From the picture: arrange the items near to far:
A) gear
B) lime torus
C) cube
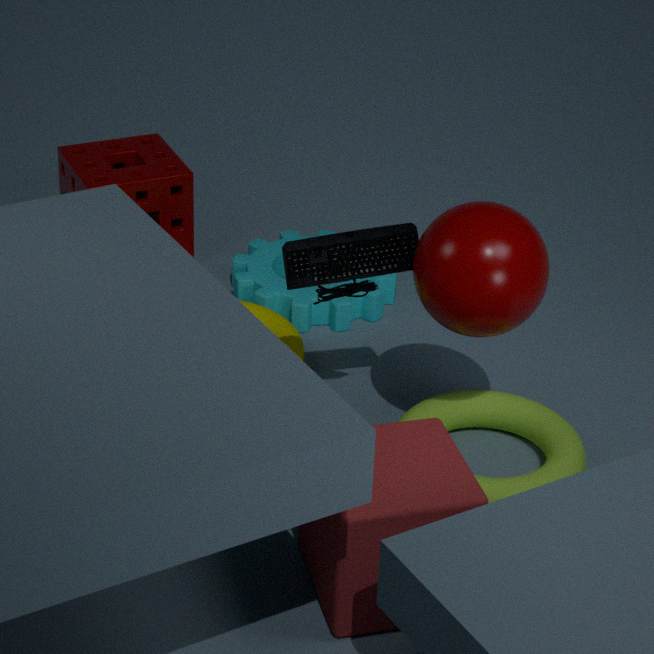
cube, lime torus, gear
